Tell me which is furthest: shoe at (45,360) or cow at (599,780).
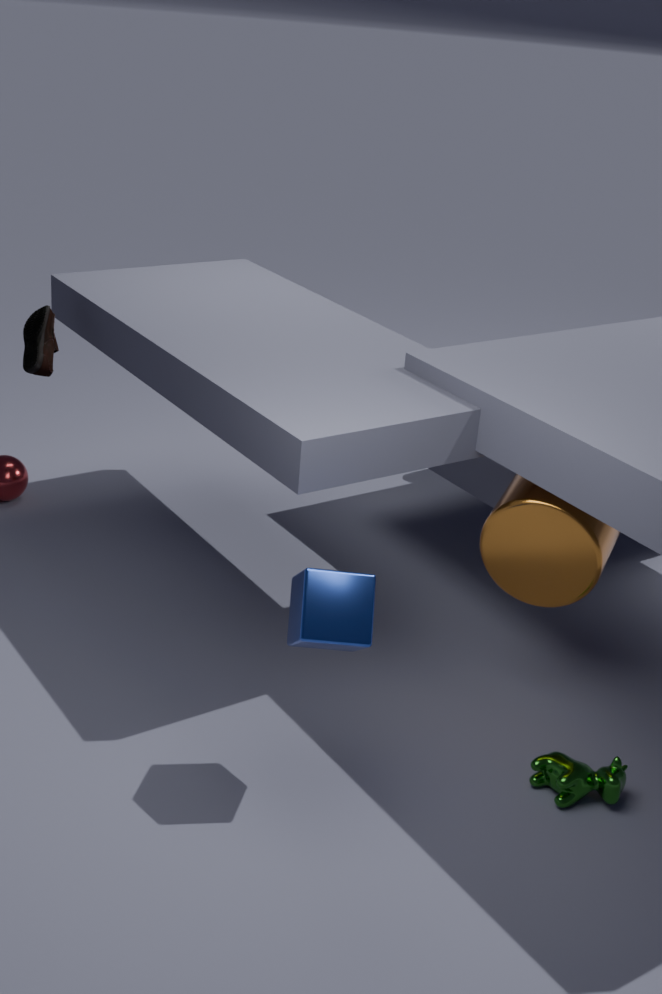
shoe at (45,360)
